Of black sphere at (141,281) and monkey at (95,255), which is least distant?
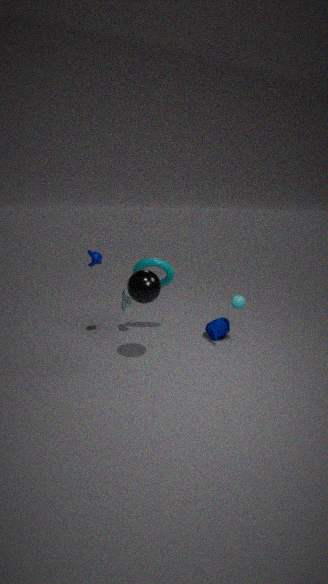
black sphere at (141,281)
